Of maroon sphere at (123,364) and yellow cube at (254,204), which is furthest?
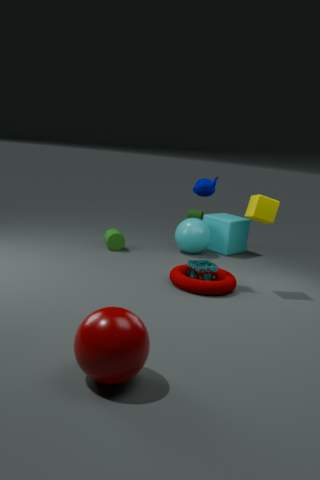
yellow cube at (254,204)
